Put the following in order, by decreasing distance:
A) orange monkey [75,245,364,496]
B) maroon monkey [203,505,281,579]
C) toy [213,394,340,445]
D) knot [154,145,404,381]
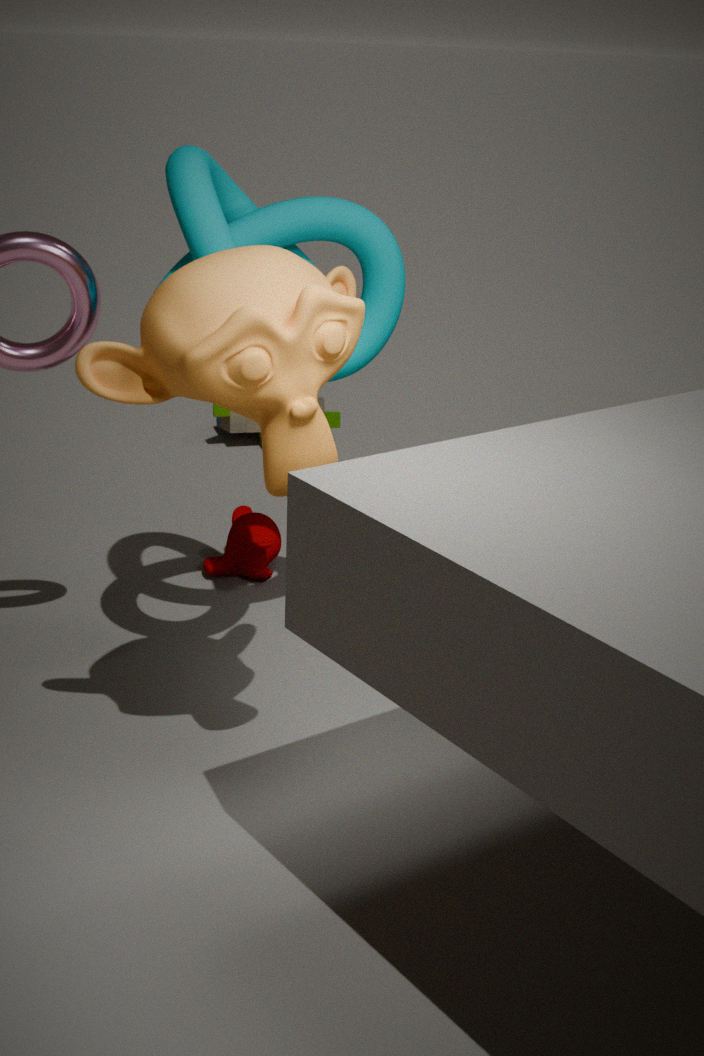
toy [213,394,340,445]
maroon monkey [203,505,281,579]
knot [154,145,404,381]
orange monkey [75,245,364,496]
